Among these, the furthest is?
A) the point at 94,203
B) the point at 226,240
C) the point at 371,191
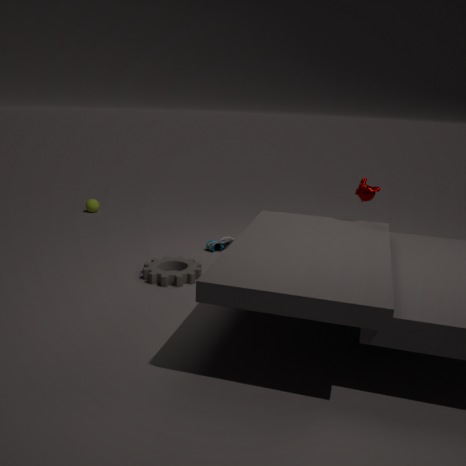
the point at 94,203
